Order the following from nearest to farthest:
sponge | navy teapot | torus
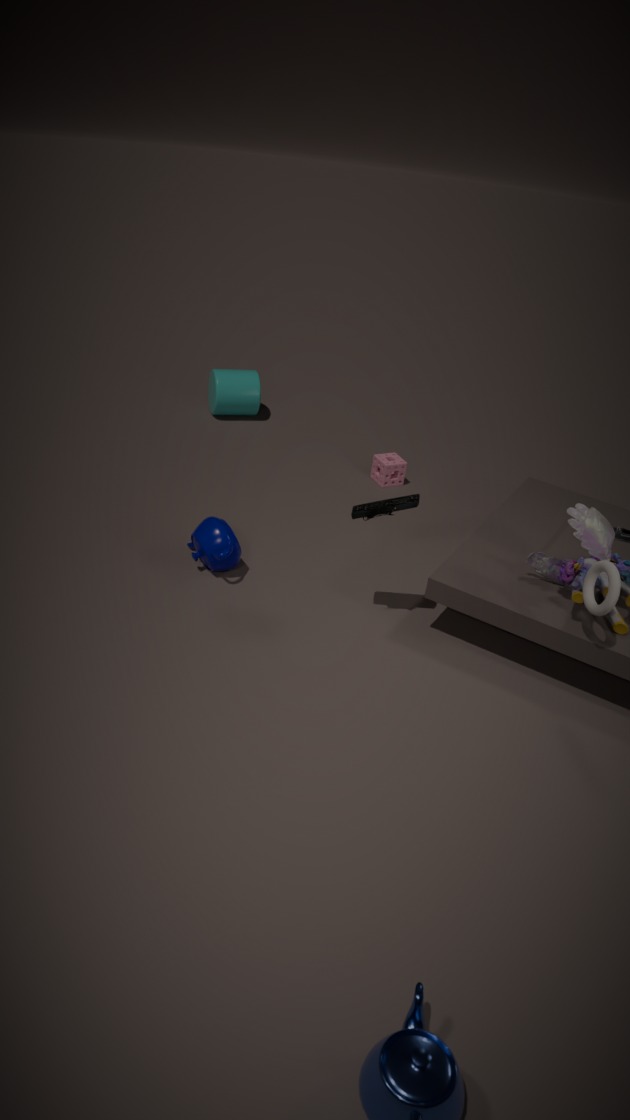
torus
navy teapot
sponge
